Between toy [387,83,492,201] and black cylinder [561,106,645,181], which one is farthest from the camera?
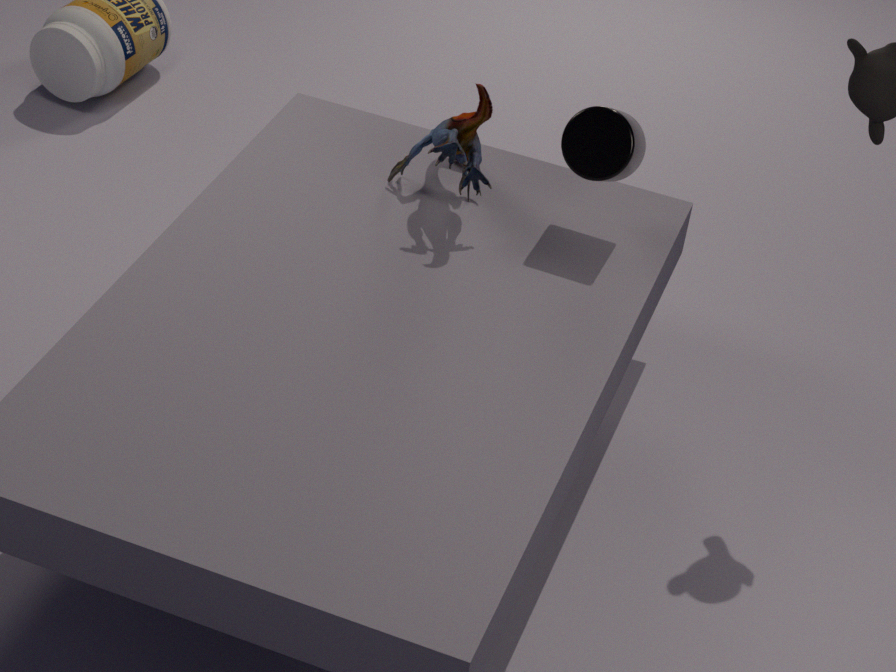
toy [387,83,492,201]
